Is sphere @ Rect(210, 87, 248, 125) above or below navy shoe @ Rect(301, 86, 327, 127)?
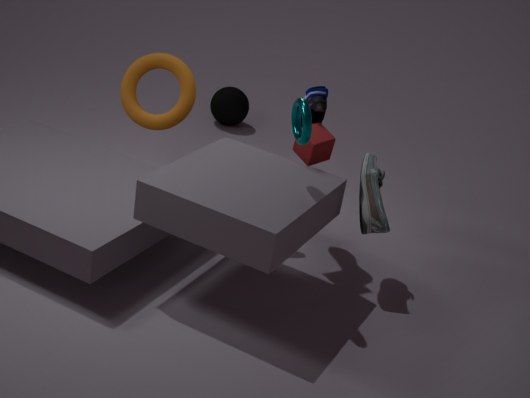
below
